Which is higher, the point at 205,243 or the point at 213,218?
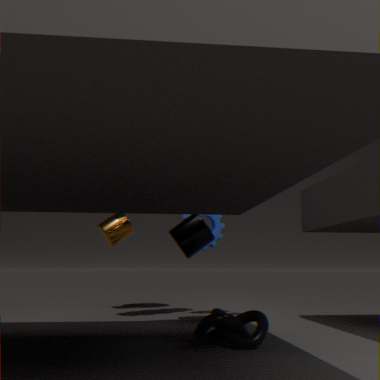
the point at 213,218
